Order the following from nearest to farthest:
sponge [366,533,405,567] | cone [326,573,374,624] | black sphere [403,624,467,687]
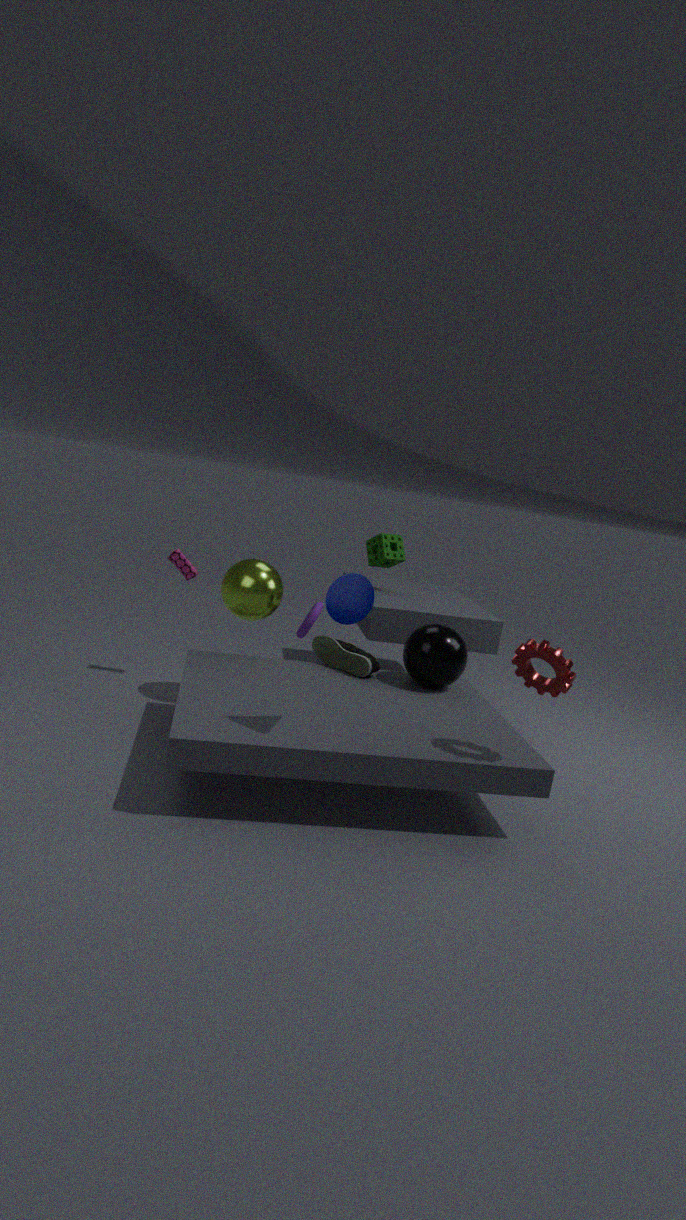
cone [326,573,374,624], black sphere [403,624,467,687], sponge [366,533,405,567]
